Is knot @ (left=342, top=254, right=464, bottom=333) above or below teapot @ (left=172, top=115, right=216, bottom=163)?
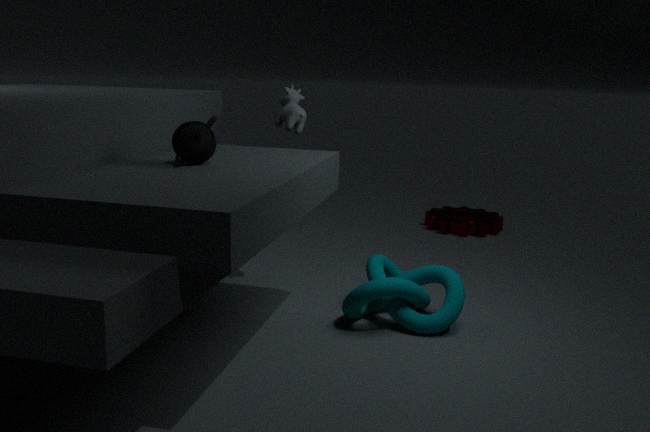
below
